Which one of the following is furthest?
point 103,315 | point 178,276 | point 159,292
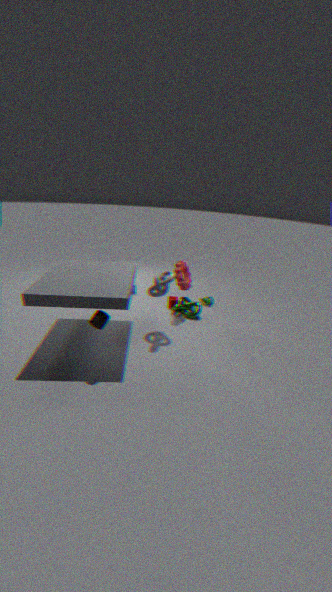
point 178,276
